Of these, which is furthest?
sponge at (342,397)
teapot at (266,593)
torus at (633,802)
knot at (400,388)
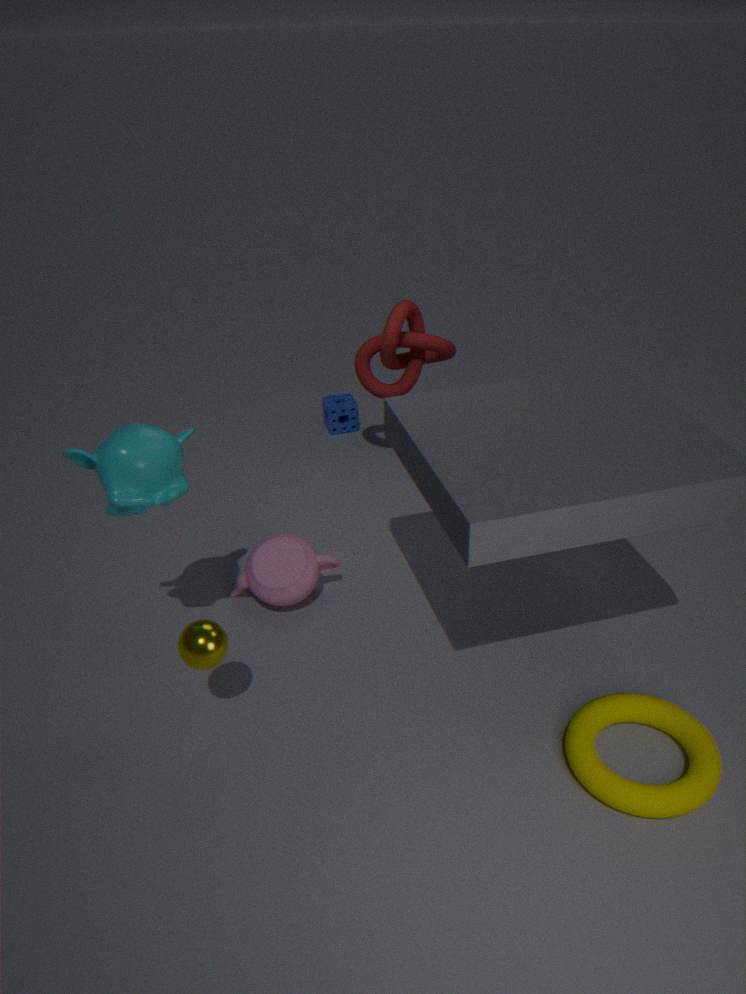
sponge at (342,397)
